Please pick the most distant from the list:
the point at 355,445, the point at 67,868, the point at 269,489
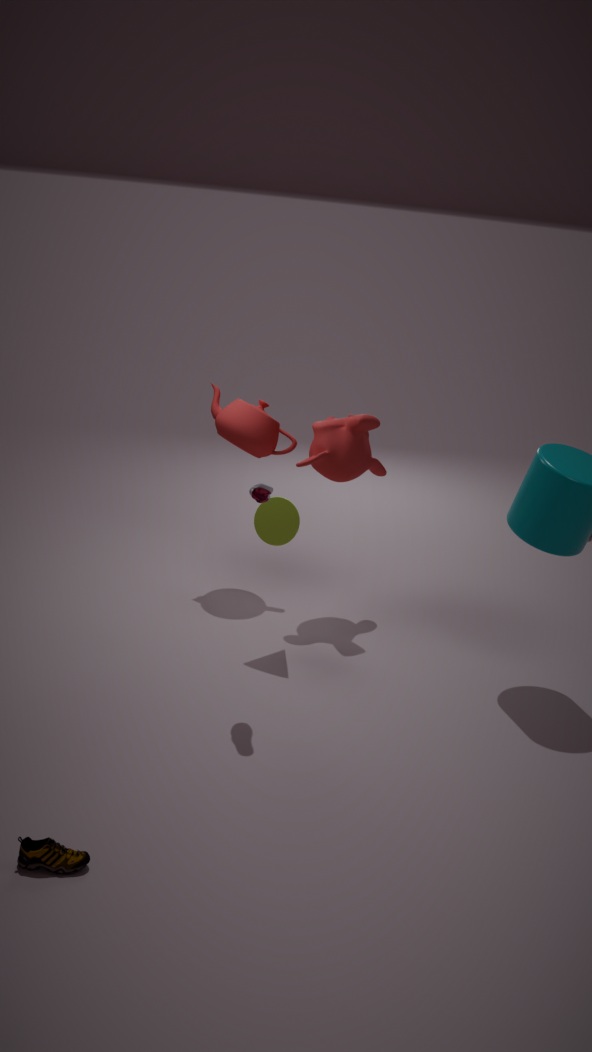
the point at 355,445
